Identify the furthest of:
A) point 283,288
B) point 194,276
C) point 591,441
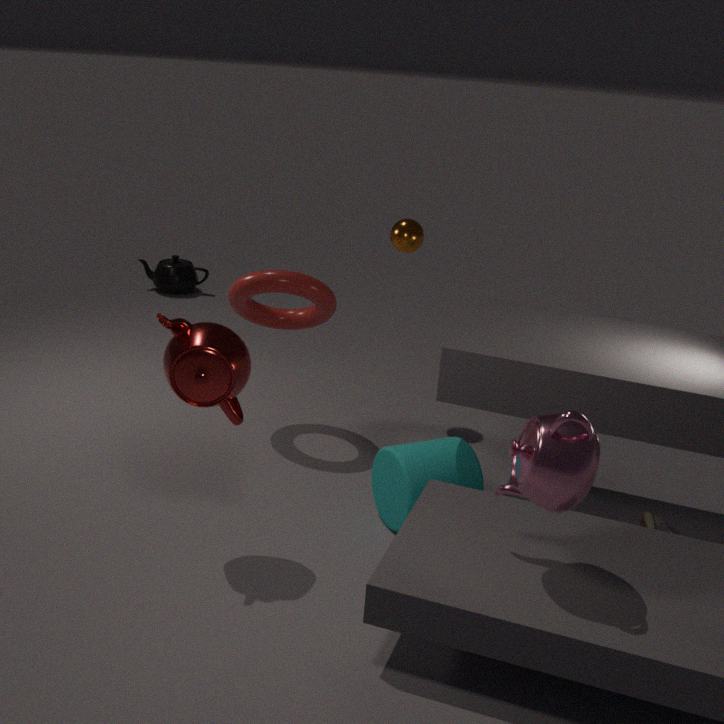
point 194,276
